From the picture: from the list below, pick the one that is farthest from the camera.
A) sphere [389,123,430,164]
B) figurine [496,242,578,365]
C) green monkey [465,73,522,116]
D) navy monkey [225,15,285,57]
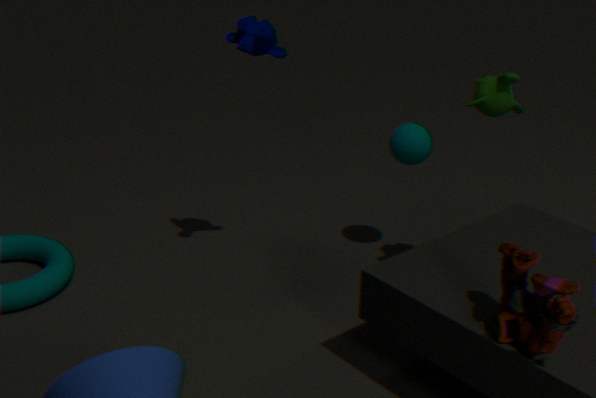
sphere [389,123,430,164]
